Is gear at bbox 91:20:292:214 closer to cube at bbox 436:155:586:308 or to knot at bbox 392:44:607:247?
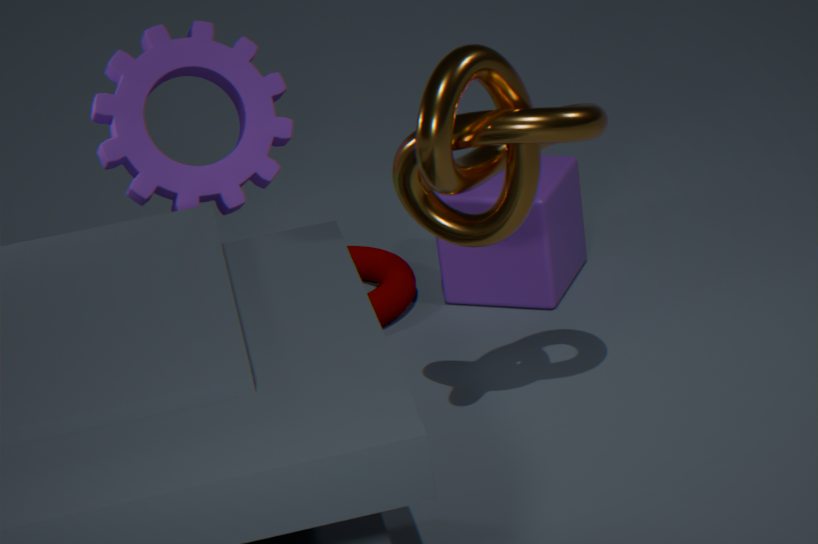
cube at bbox 436:155:586:308
